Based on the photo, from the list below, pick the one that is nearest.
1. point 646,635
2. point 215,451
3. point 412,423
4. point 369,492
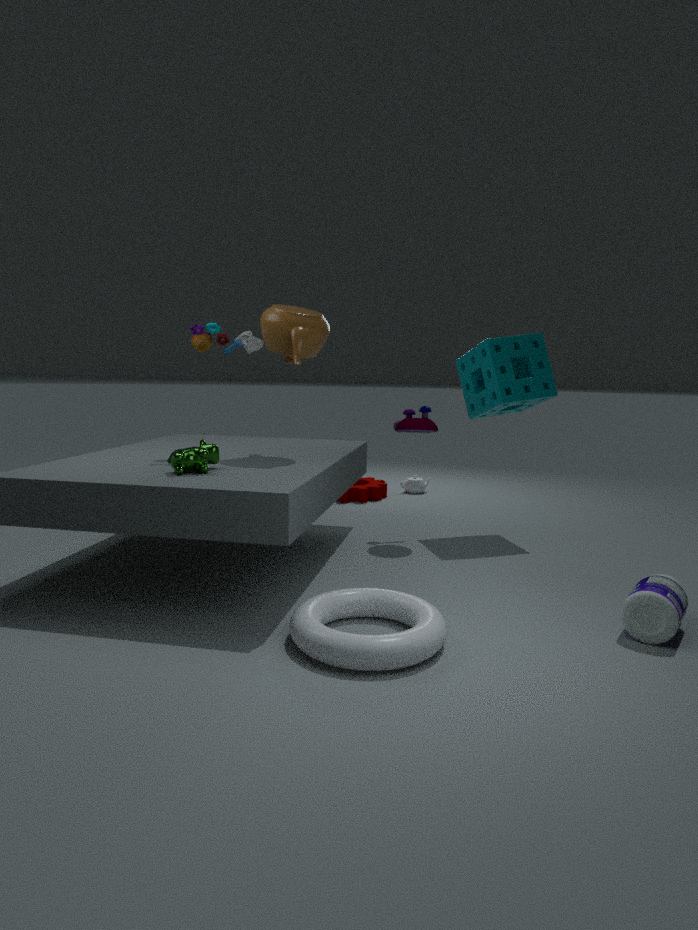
point 646,635
